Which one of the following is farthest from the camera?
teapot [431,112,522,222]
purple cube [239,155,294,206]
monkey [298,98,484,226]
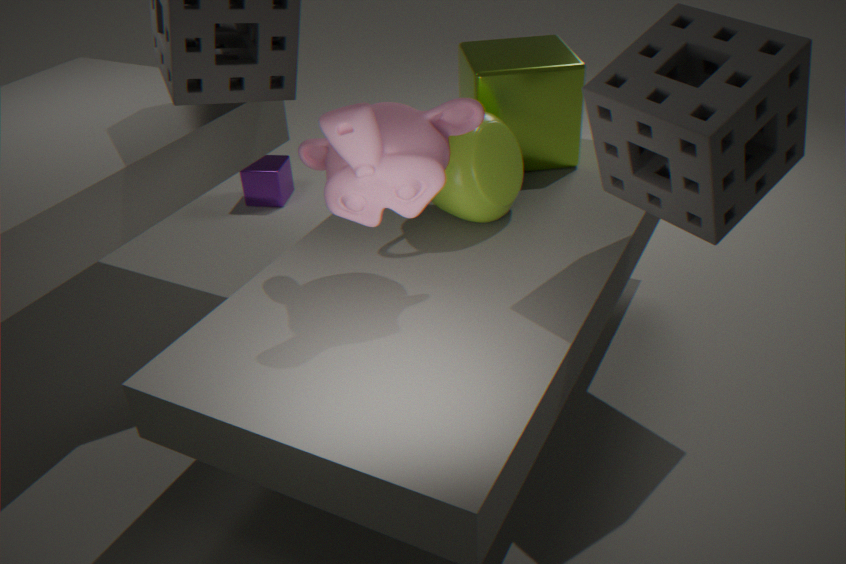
purple cube [239,155,294,206]
